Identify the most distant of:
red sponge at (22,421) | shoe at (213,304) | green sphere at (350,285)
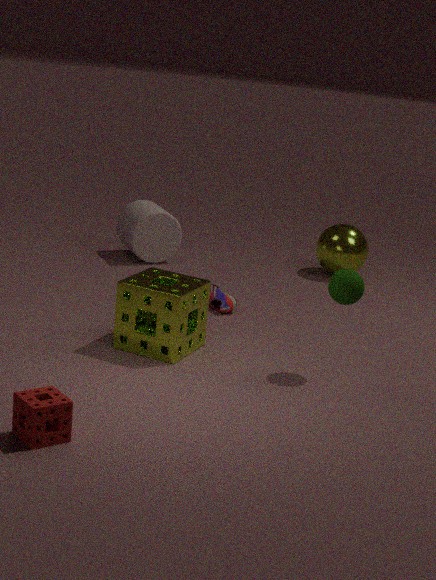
shoe at (213,304)
